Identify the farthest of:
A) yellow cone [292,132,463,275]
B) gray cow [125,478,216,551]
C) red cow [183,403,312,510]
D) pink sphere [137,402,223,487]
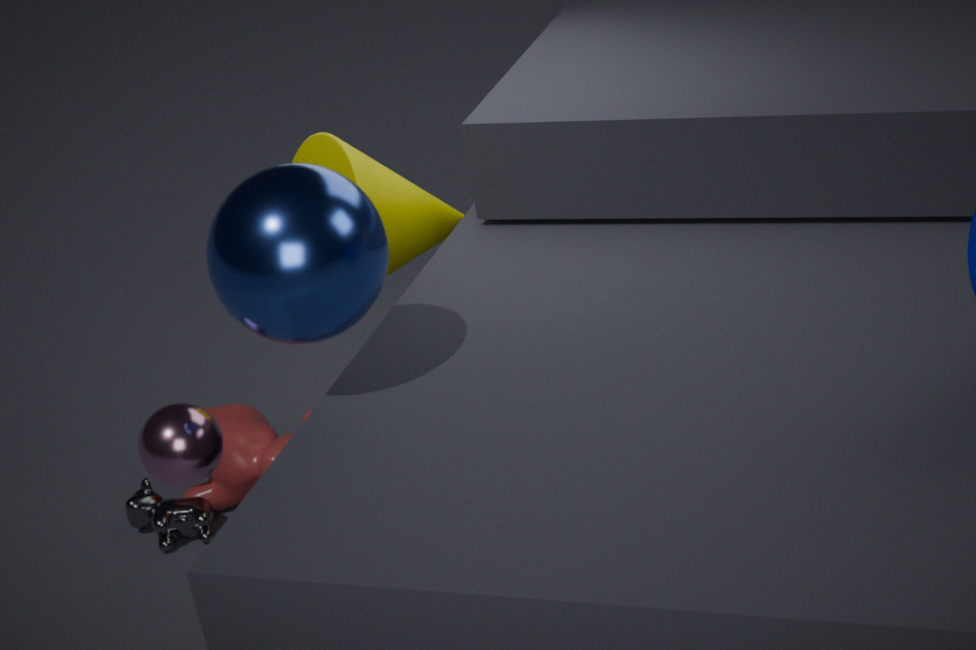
red cow [183,403,312,510]
